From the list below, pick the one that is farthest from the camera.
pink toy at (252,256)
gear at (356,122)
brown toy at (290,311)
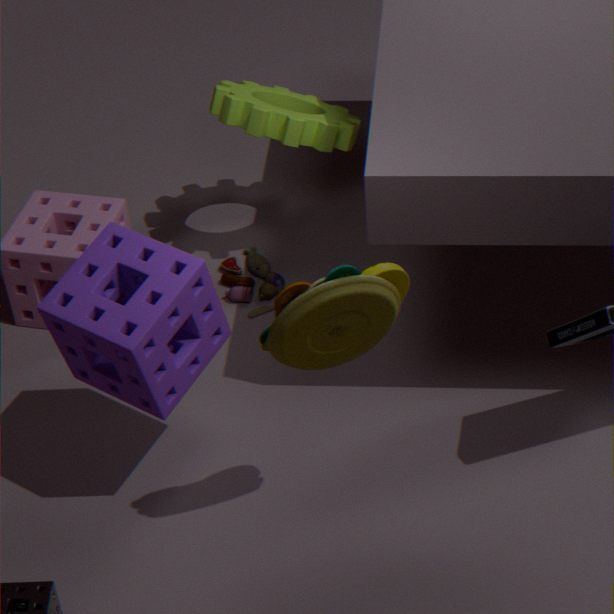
pink toy at (252,256)
